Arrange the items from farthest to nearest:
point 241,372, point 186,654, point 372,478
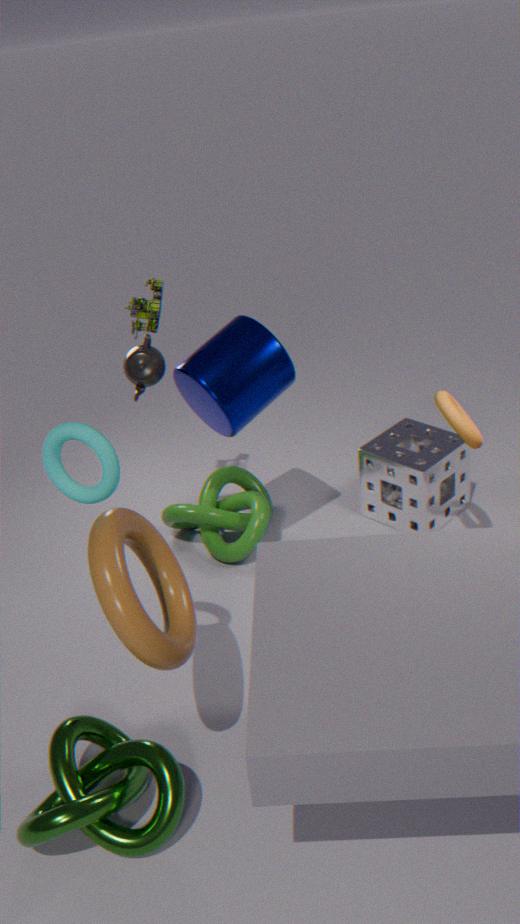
1. point 372,478
2. point 241,372
3. point 186,654
